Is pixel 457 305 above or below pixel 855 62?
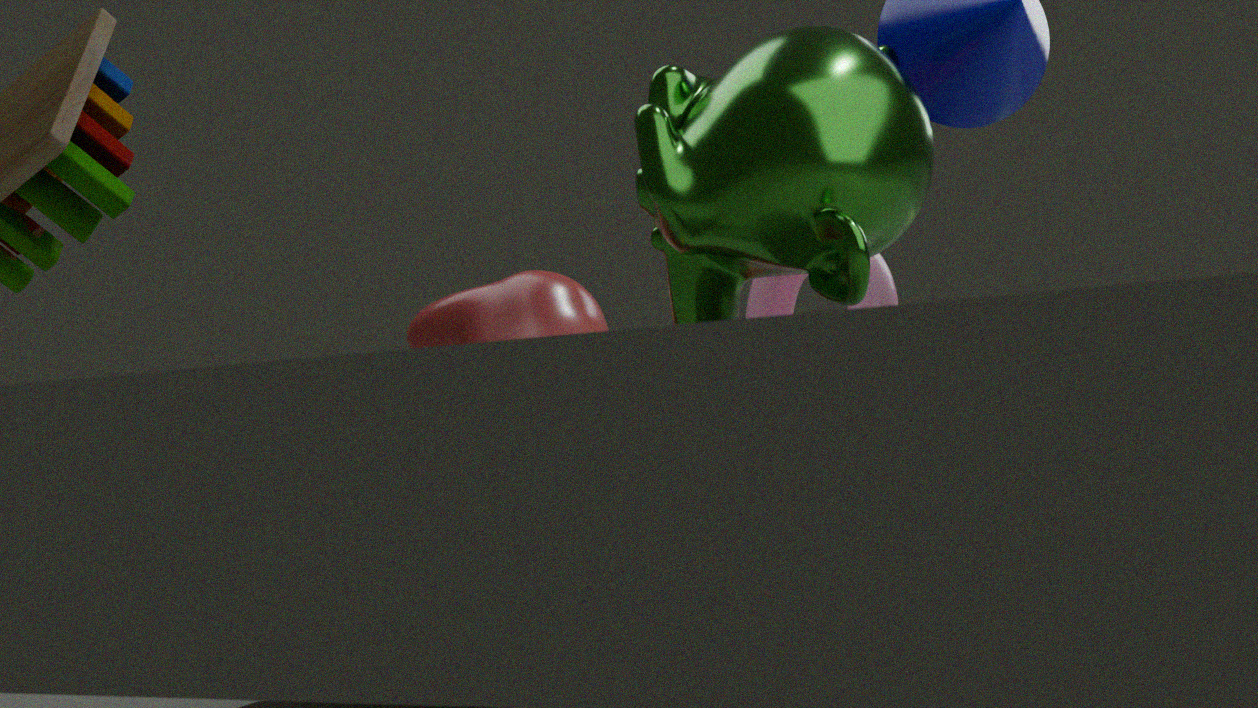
below
